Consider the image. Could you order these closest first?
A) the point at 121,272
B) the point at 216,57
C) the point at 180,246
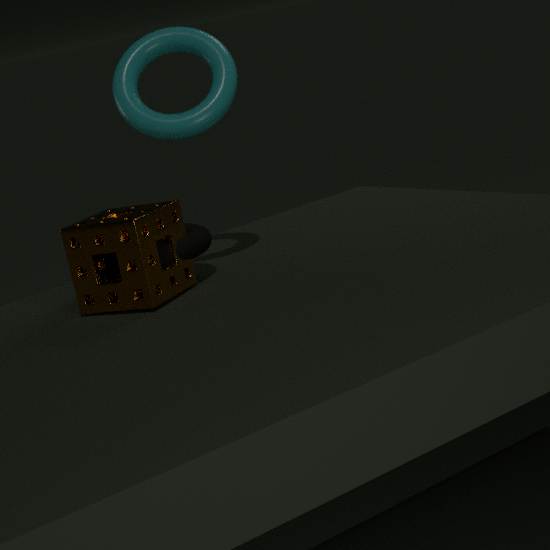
the point at 121,272
the point at 180,246
the point at 216,57
